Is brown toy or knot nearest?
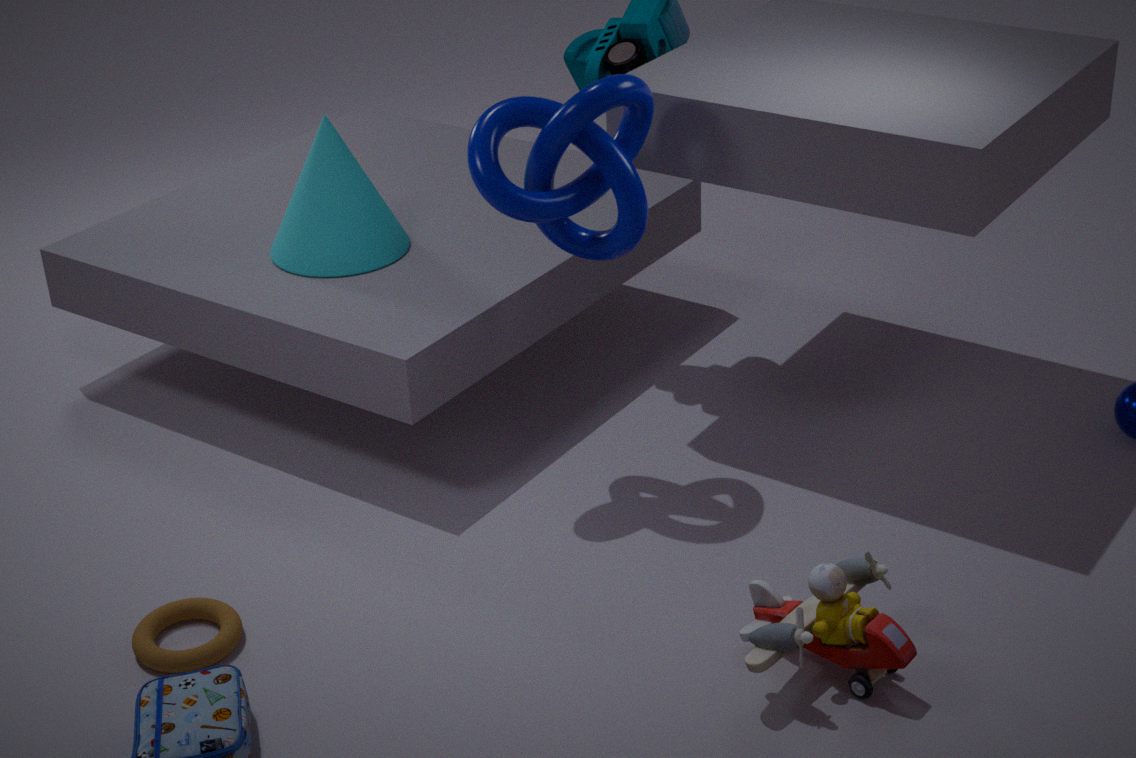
brown toy
